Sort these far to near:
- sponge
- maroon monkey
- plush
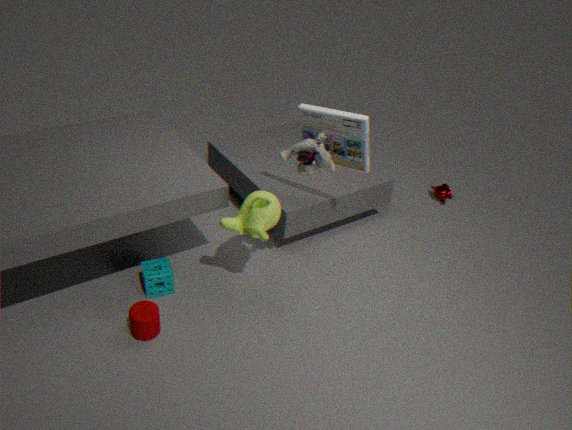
1. maroon monkey
2. sponge
3. plush
